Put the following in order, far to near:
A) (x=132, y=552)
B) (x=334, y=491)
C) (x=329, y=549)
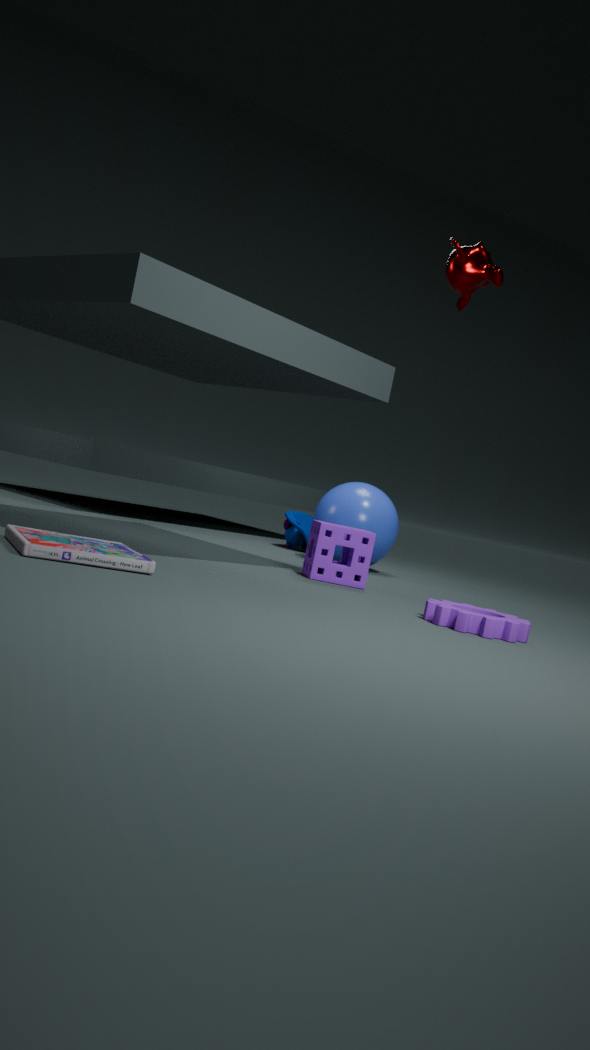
(x=334, y=491)
(x=329, y=549)
(x=132, y=552)
